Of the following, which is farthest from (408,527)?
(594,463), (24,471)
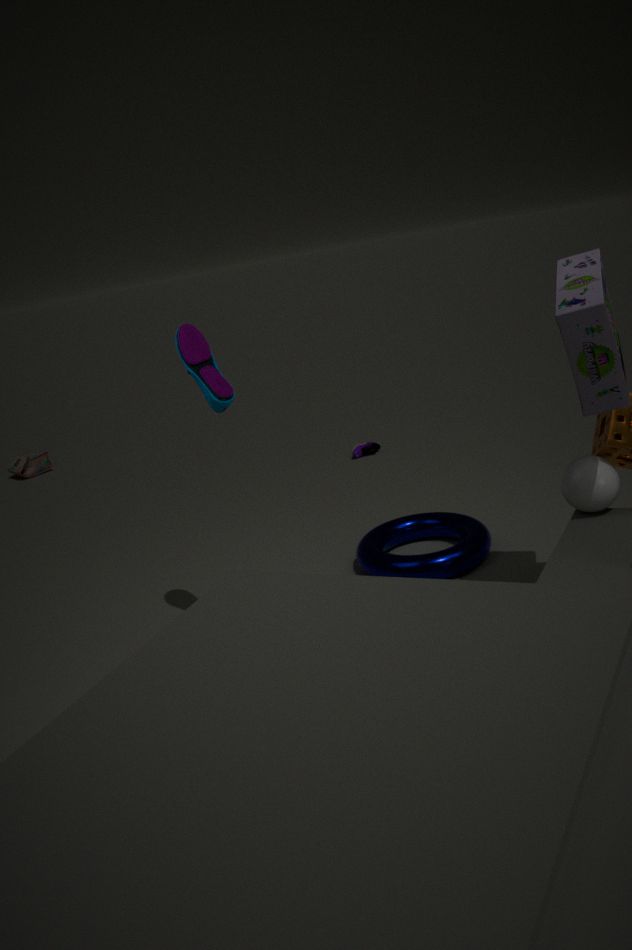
(24,471)
